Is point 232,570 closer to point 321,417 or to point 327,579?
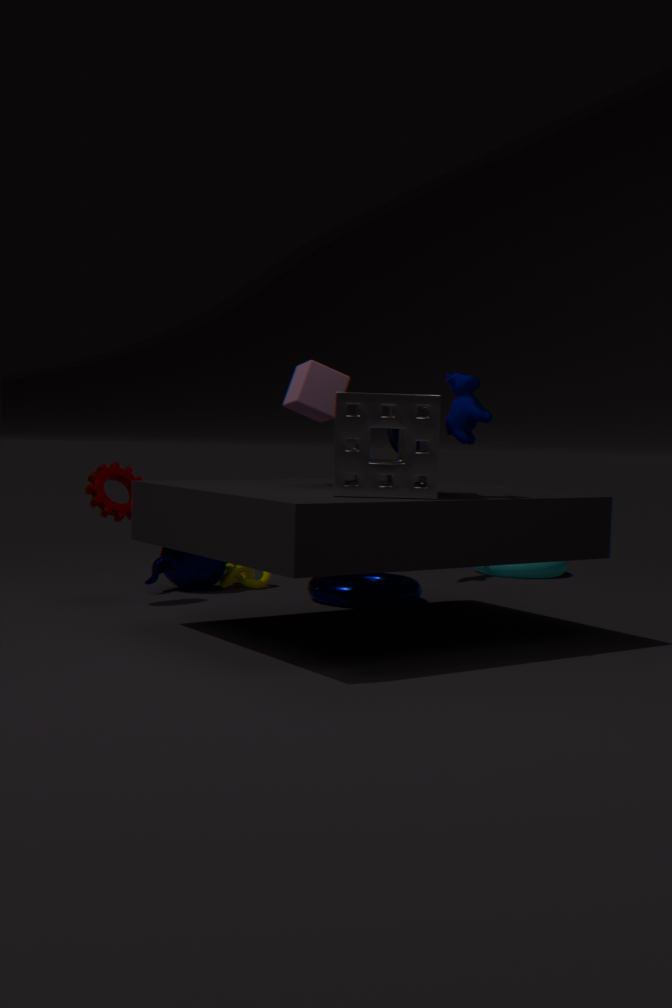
point 327,579
